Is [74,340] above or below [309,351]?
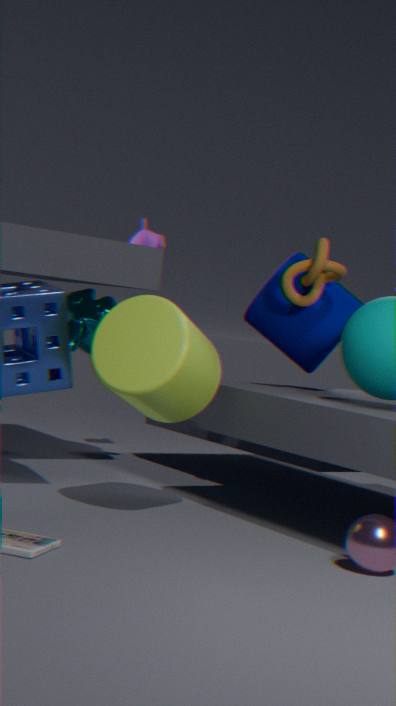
below
